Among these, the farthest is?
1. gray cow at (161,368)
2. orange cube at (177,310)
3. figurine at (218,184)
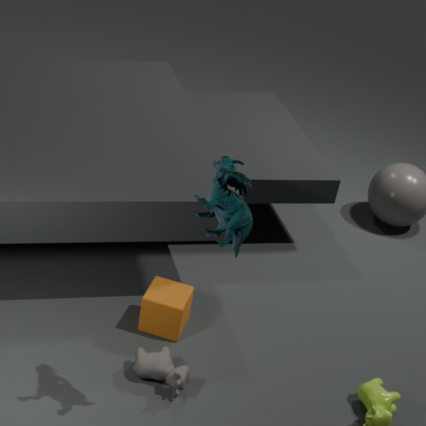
orange cube at (177,310)
